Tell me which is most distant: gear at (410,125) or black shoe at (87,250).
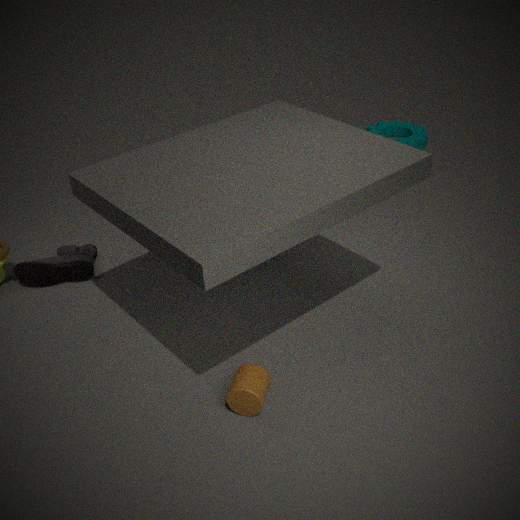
gear at (410,125)
